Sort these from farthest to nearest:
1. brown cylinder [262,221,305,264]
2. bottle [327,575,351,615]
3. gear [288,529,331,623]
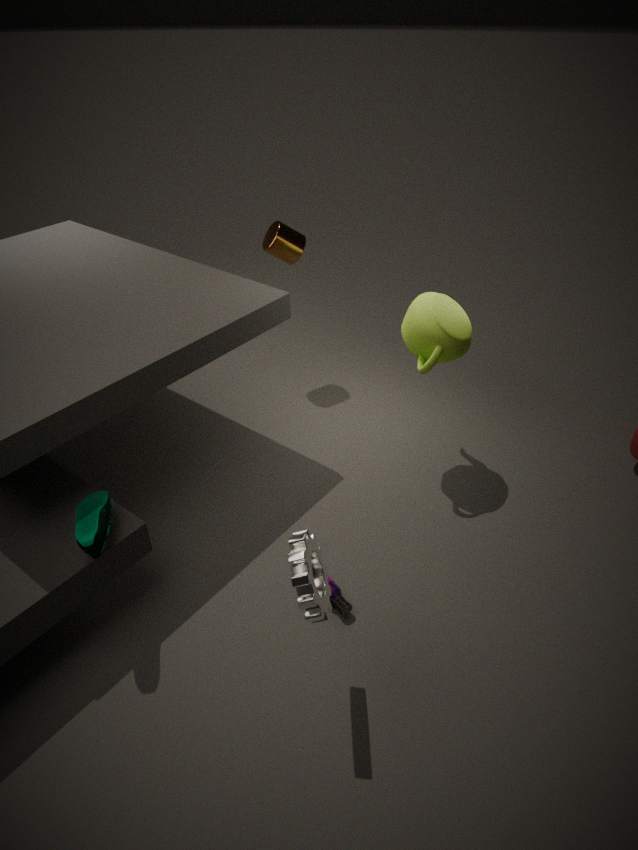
brown cylinder [262,221,305,264]
bottle [327,575,351,615]
gear [288,529,331,623]
